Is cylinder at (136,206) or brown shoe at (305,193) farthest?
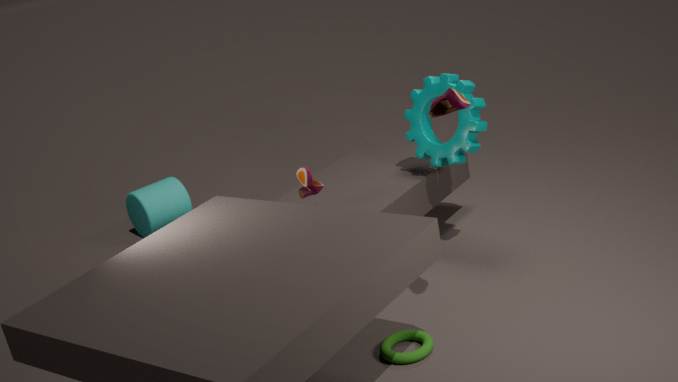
cylinder at (136,206)
